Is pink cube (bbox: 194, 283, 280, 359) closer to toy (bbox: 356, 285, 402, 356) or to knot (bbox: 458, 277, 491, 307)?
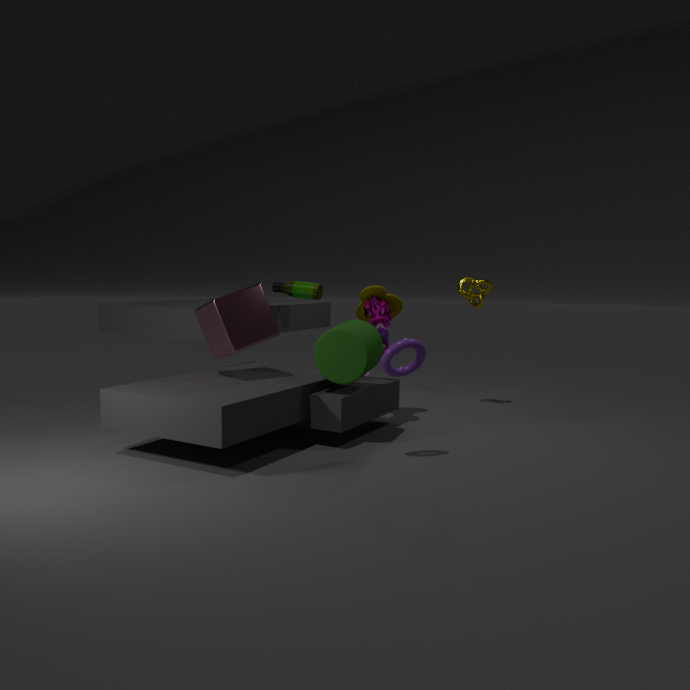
toy (bbox: 356, 285, 402, 356)
